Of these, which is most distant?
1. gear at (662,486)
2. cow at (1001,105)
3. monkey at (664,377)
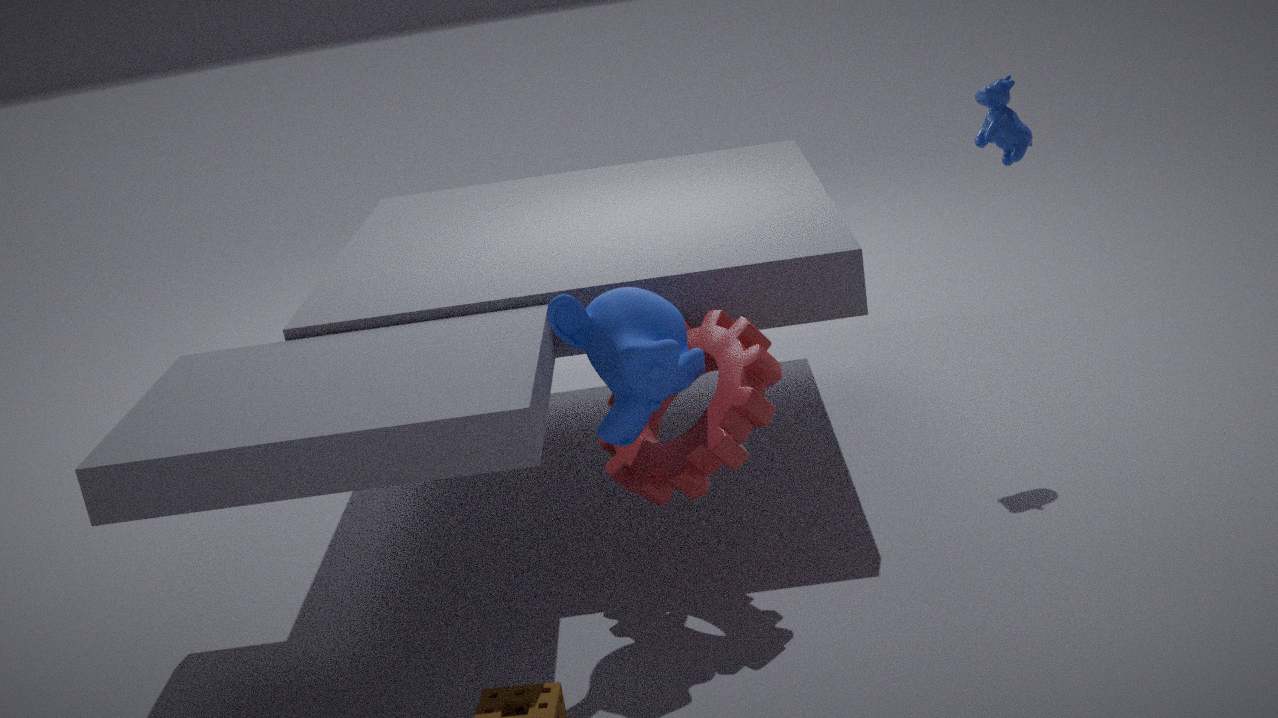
cow at (1001,105)
